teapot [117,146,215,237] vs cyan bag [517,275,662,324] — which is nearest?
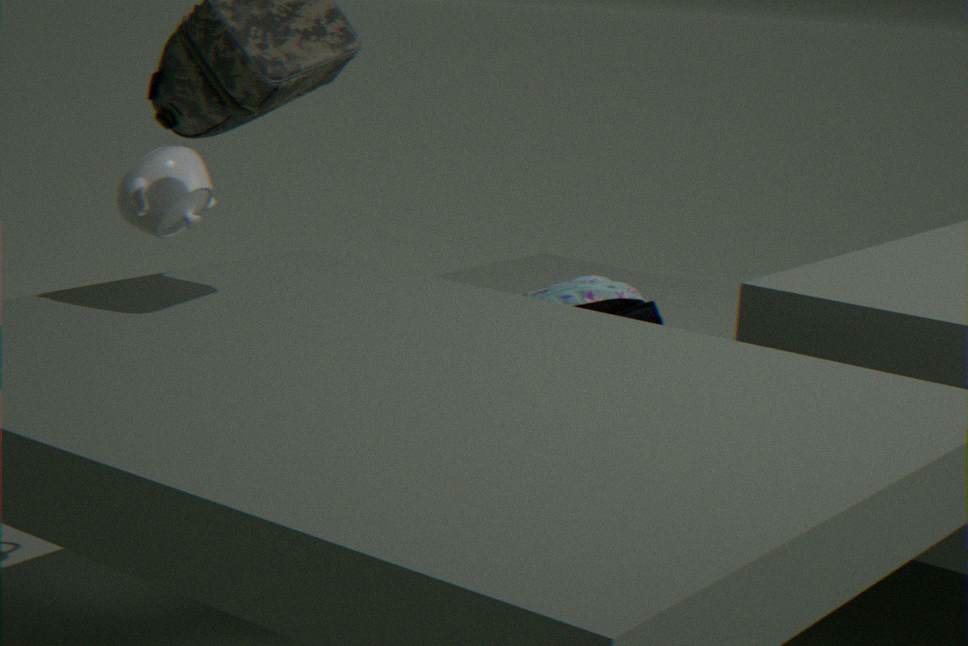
teapot [117,146,215,237]
